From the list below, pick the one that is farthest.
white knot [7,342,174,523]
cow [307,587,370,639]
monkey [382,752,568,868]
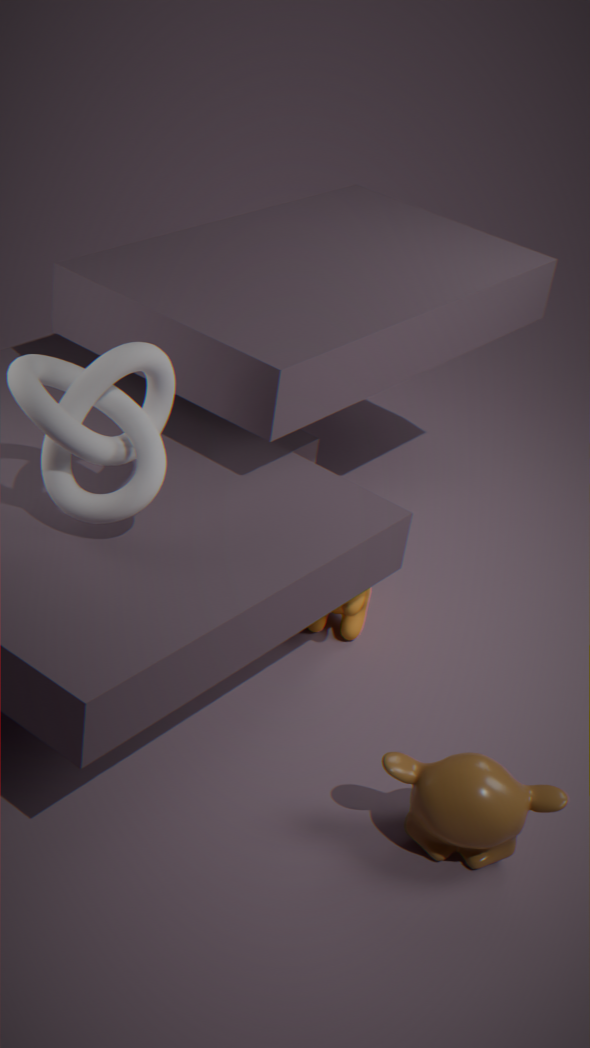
cow [307,587,370,639]
